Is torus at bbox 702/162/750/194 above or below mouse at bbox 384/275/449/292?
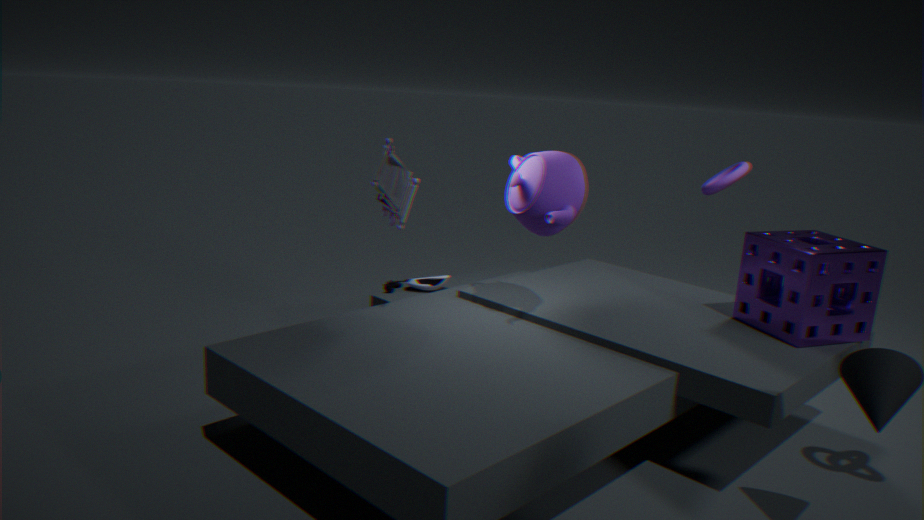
above
